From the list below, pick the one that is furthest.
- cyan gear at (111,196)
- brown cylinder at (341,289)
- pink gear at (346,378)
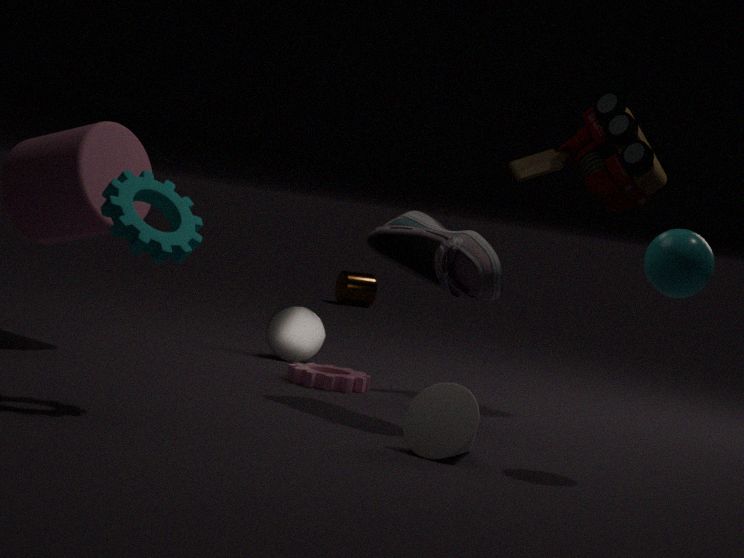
Answer: brown cylinder at (341,289)
